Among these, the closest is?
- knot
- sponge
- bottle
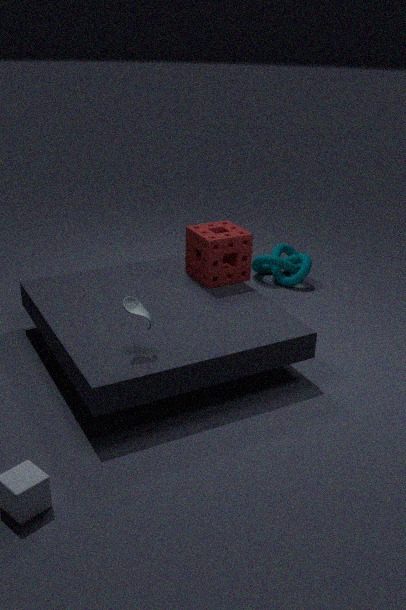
bottle
